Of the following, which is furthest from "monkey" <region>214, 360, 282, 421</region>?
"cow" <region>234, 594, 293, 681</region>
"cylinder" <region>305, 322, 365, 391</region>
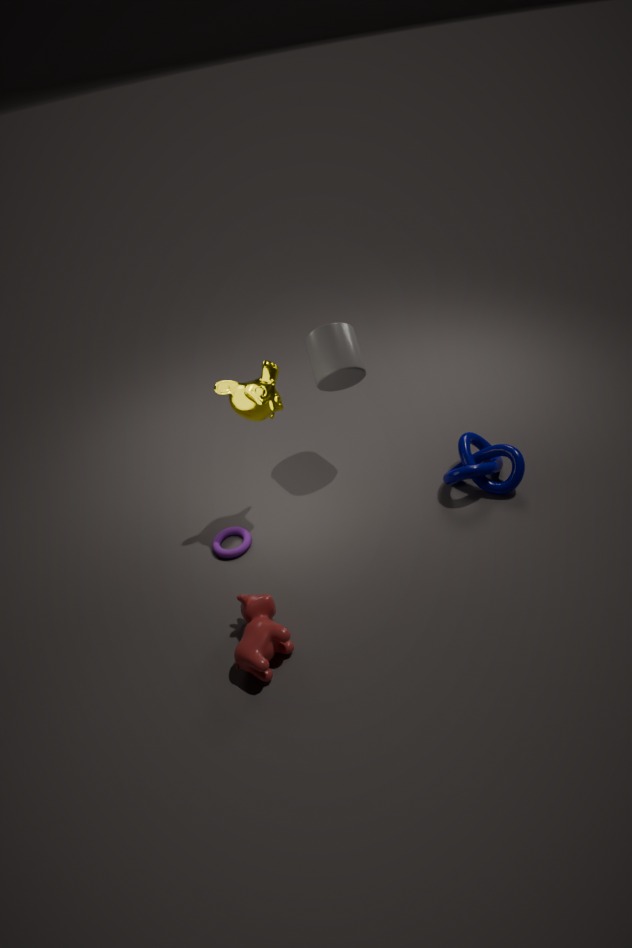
"cow" <region>234, 594, 293, 681</region>
